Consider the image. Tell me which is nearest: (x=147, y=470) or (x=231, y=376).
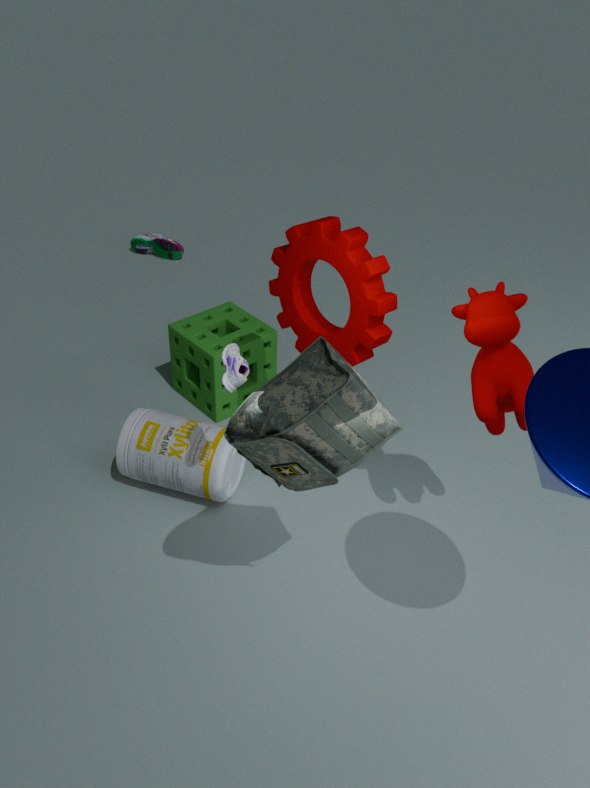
(x=231, y=376)
